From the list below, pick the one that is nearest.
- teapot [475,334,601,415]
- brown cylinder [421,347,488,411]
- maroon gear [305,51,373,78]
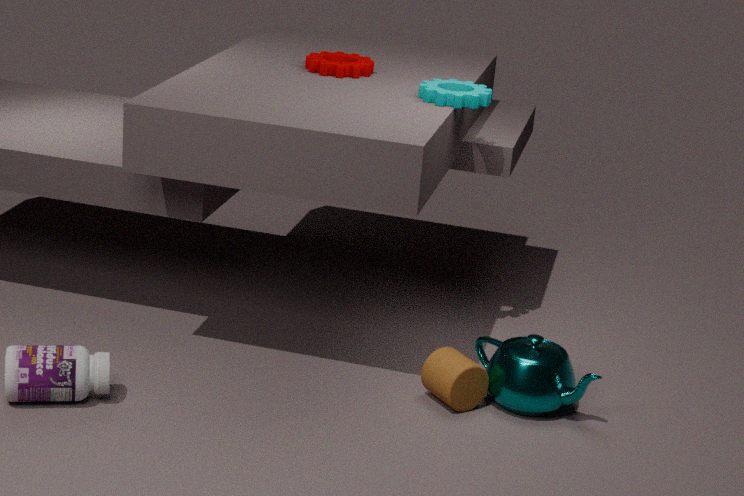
teapot [475,334,601,415]
